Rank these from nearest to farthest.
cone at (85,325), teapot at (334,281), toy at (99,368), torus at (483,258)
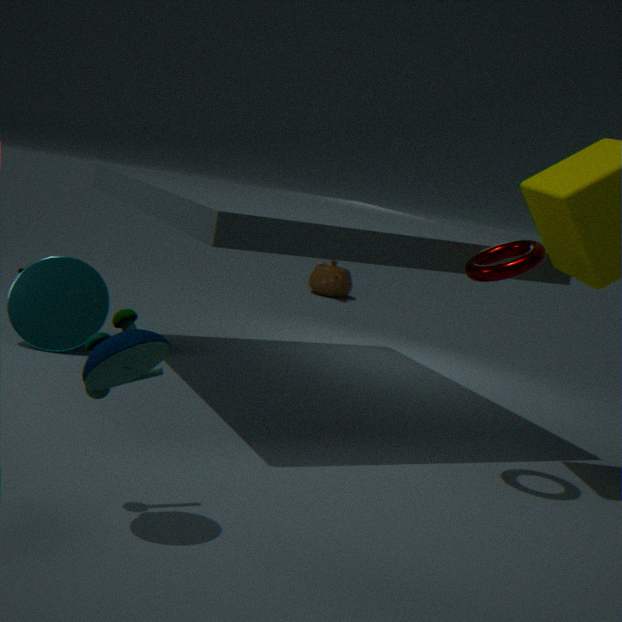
1. toy at (99,368)
2. torus at (483,258)
3. cone at (85,325)
4. teapot at (334,281)
